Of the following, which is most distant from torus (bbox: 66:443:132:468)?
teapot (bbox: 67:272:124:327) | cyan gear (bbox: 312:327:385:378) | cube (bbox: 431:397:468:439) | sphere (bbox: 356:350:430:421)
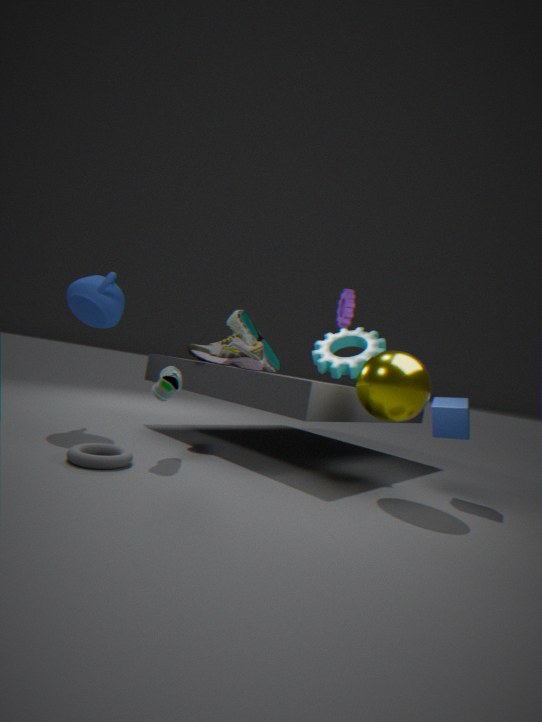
cube (bbox: 431:397:468:439)
